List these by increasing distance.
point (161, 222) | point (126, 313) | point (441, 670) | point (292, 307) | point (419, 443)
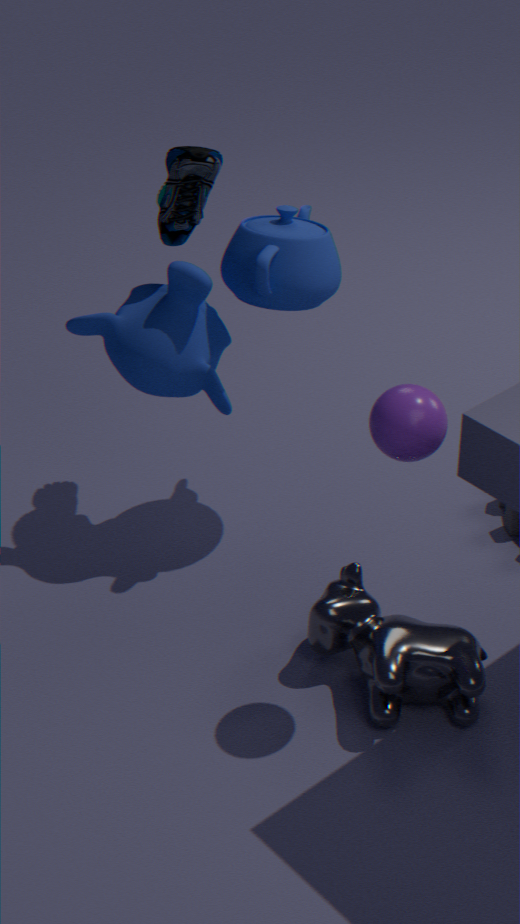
point (419, 443)
point (441, 670)
point (292, 307)
point (126, 313)
point (161, 222)
